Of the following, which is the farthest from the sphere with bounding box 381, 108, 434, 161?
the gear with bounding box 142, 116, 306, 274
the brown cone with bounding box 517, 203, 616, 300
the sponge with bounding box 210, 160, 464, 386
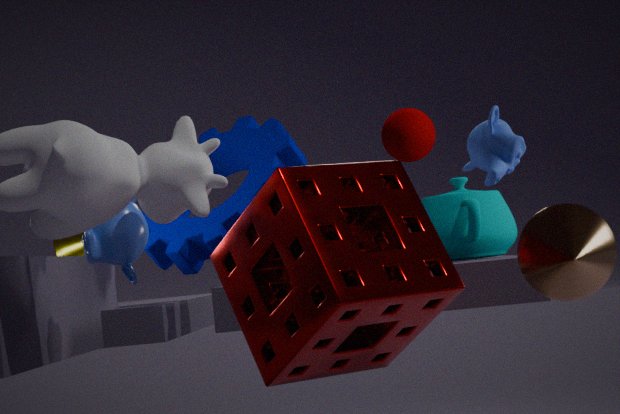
the brown cone with bounding box 517, 203, 616, 300
